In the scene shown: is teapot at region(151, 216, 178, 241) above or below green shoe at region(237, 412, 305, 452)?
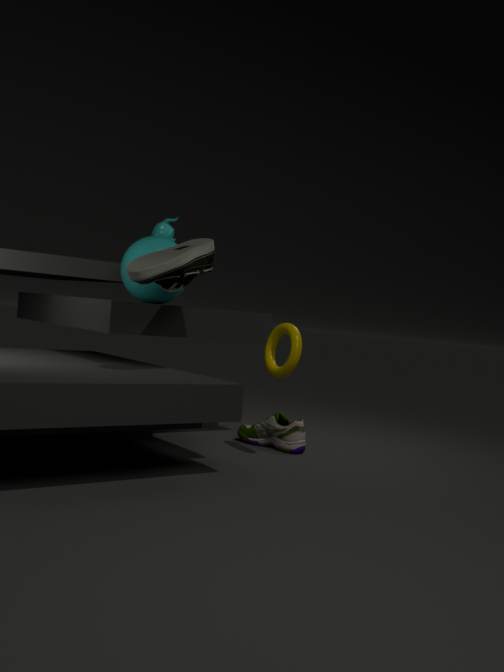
above
